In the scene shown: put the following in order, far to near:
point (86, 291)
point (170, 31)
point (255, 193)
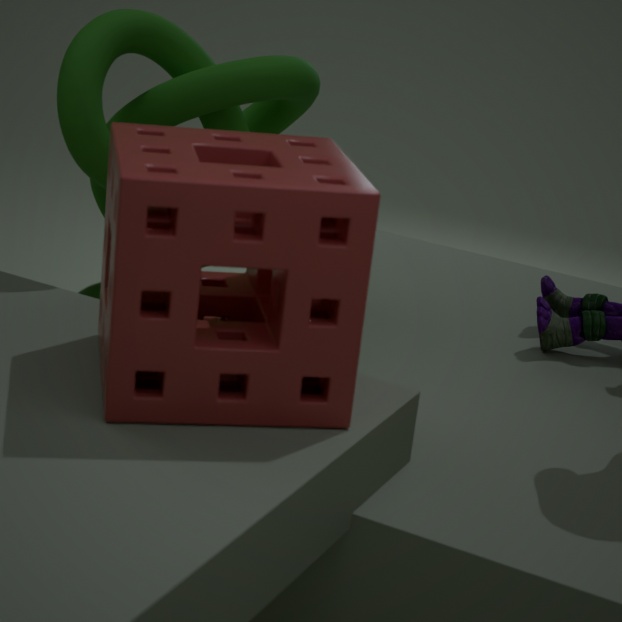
point (86, 291), point (170, 31), point (255, 193)
